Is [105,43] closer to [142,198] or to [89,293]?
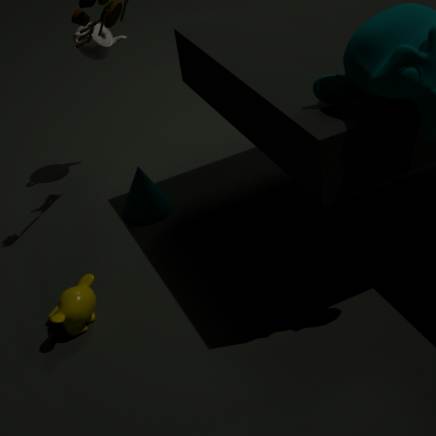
[142,198]
